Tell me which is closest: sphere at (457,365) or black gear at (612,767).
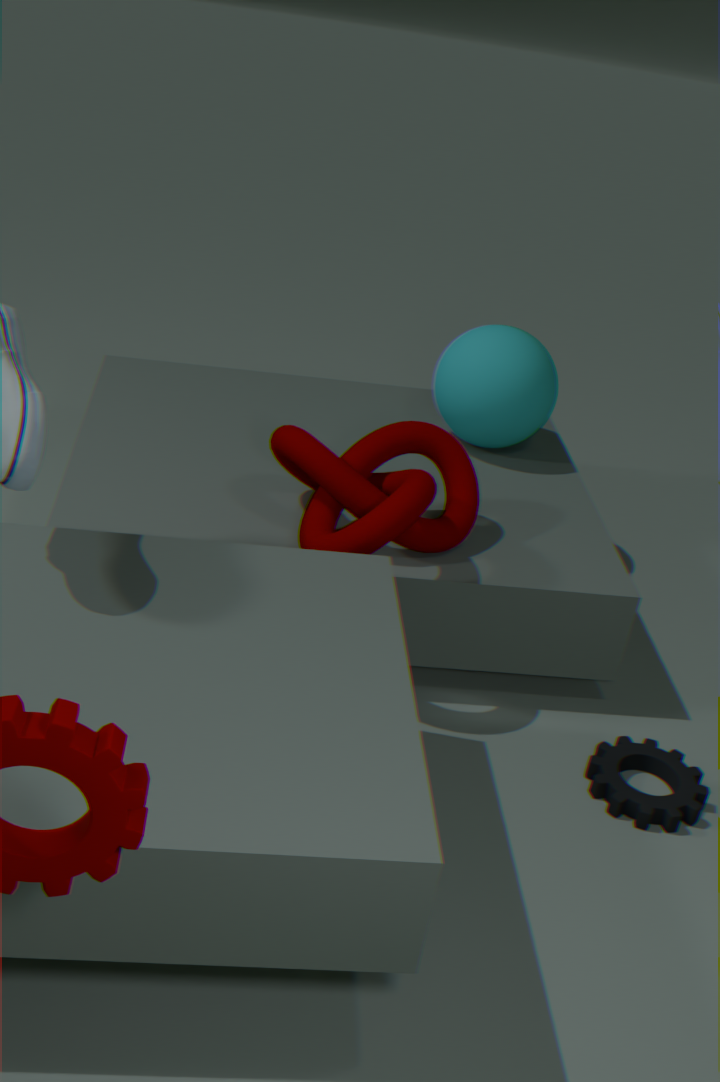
black gear at (612,767)
